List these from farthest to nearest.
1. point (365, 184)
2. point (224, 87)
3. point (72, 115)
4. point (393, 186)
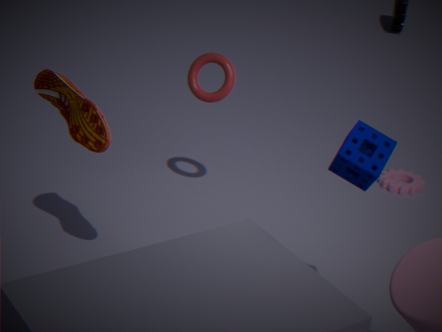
point (393, 186) < point (224, 87) < point (72, 115) < point (365, 184)
